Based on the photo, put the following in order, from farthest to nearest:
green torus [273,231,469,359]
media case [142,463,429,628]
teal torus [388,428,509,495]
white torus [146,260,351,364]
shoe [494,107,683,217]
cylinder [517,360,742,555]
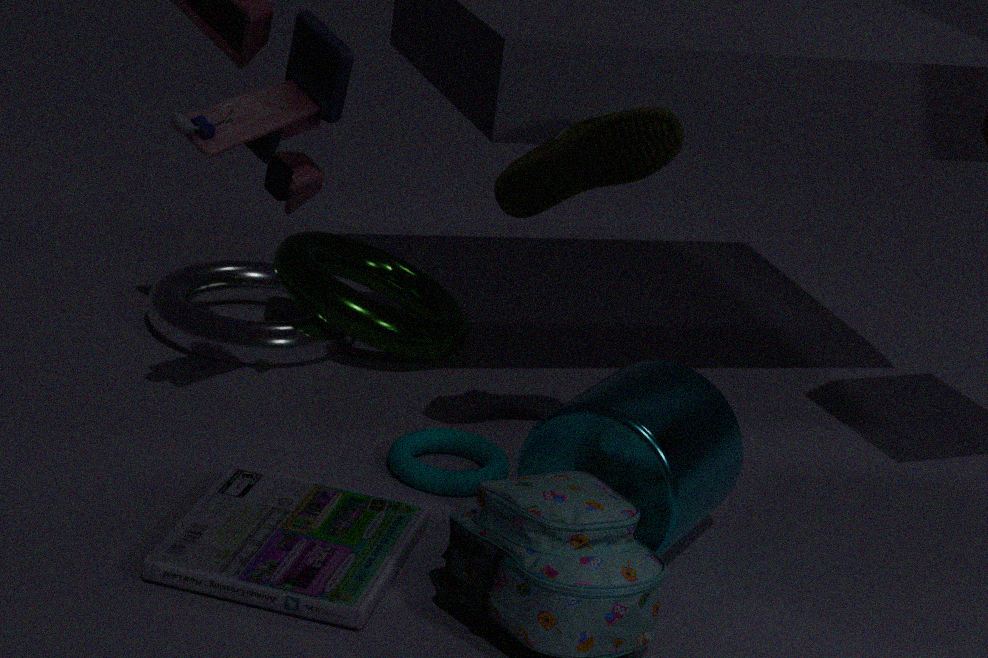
1. green torus [273,231,469,359]
2. white torus [146,260,351,364]
3. teal torus [388,428,509,495]
4. shoe [494,107,683,217]
5. cylinder [517,360,742,555]
6. media case [142,463,429,628]
